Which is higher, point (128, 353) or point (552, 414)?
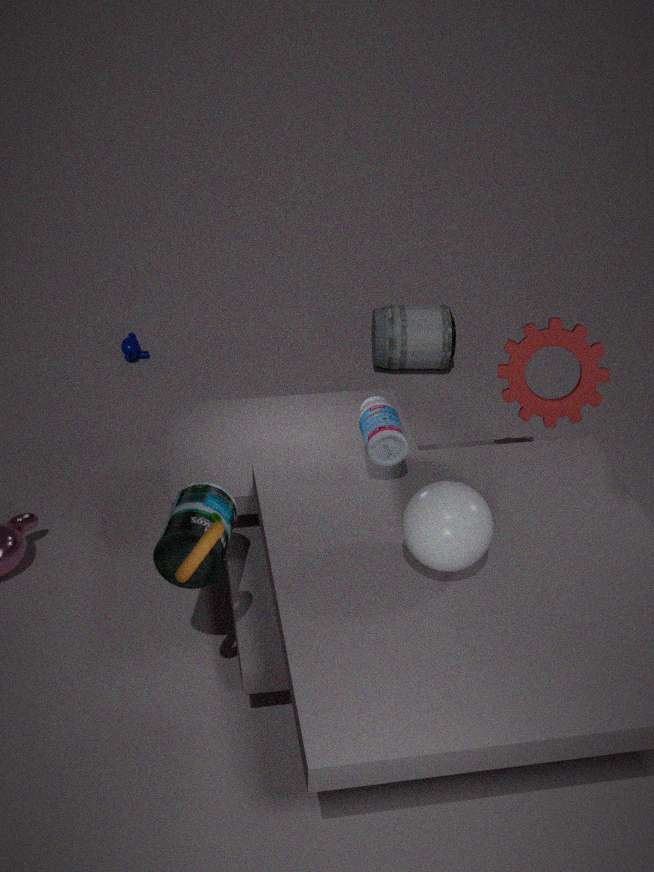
point (552, 414)
